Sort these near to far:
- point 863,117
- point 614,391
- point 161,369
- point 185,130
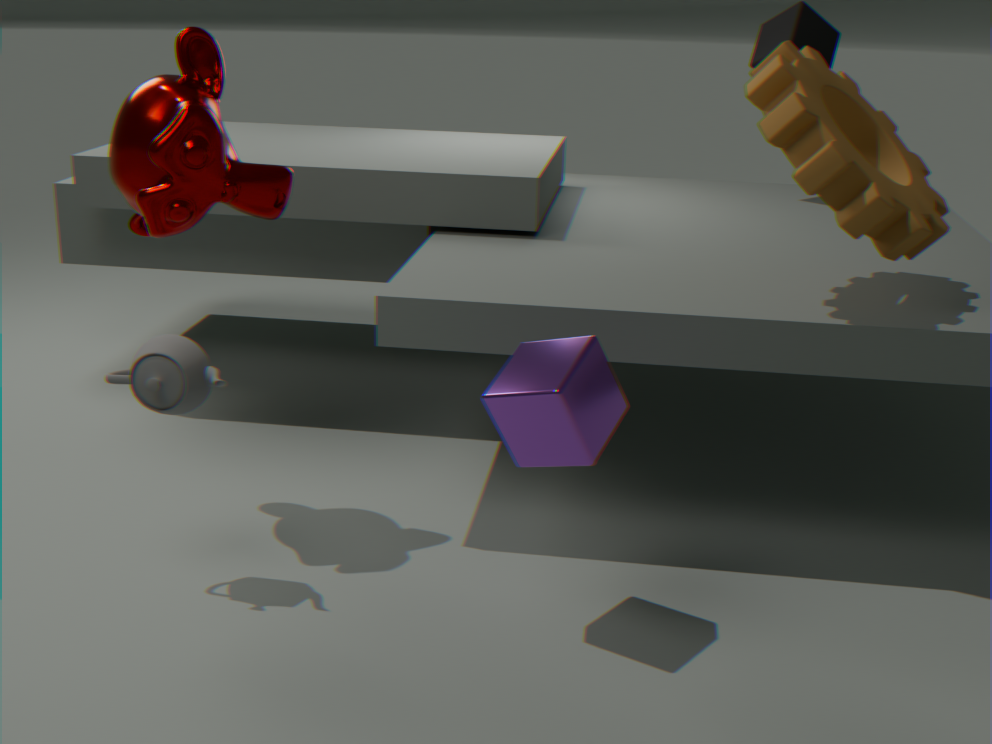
point 614,391, point 161,369, point 185,130, point 863,117
